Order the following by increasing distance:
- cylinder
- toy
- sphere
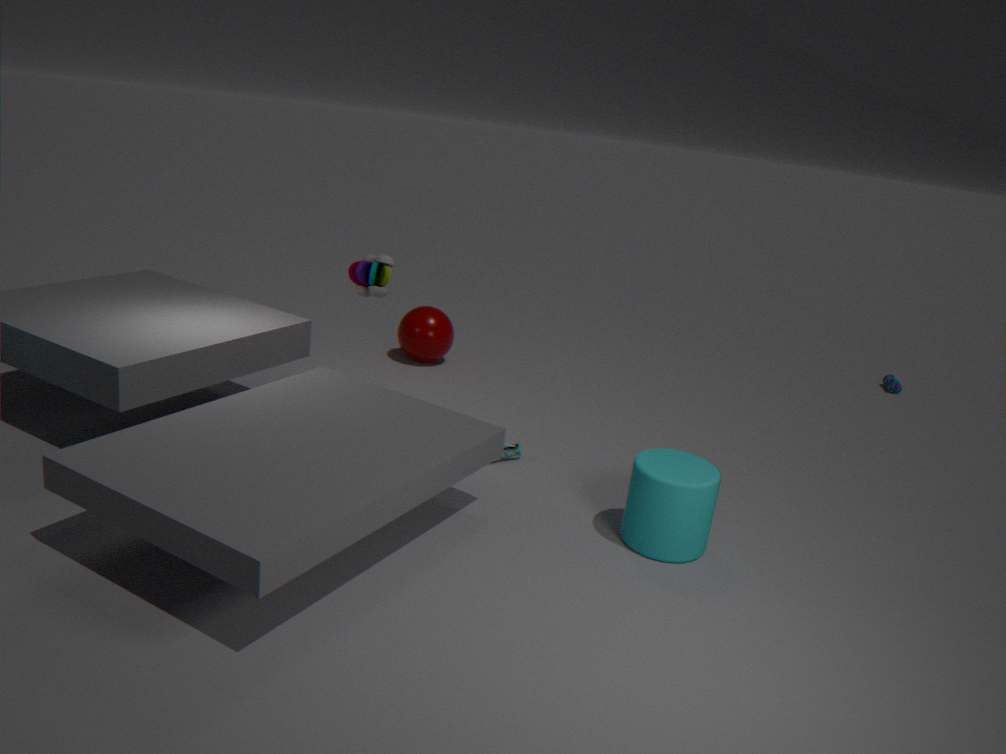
cylinder → toy → sphere
